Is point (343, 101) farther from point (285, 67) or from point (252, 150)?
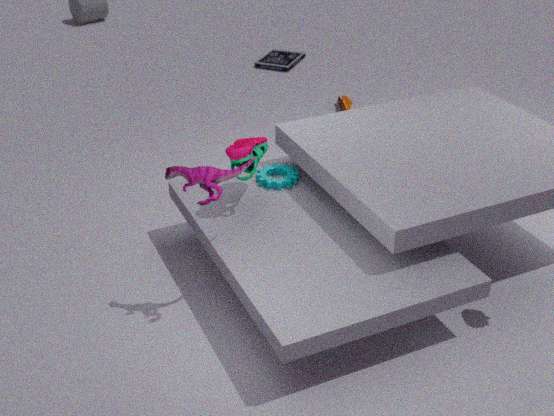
point (252, 150)
